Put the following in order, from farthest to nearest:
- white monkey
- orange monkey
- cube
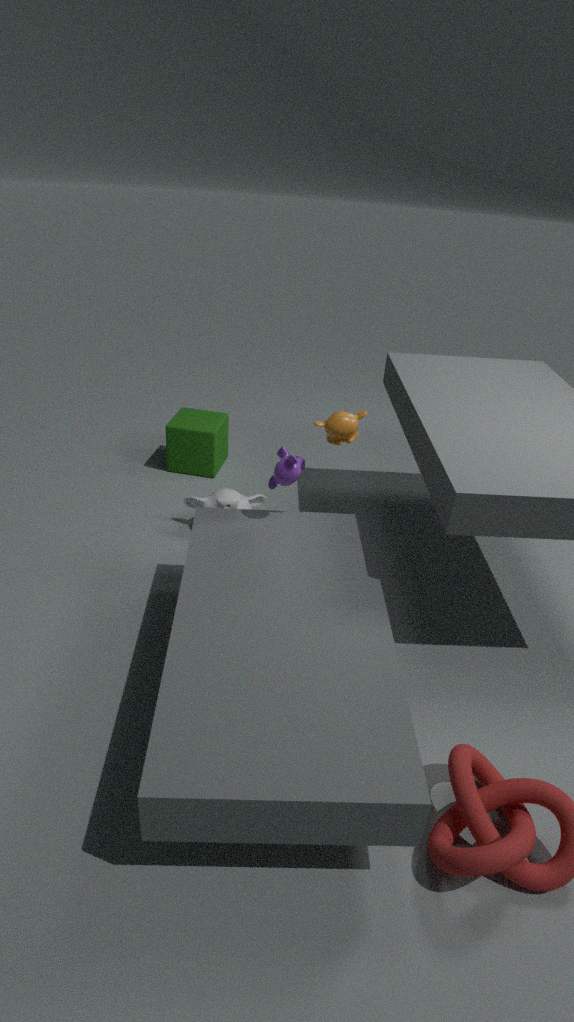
1. cube
2. white monkey
3. orange monkey
